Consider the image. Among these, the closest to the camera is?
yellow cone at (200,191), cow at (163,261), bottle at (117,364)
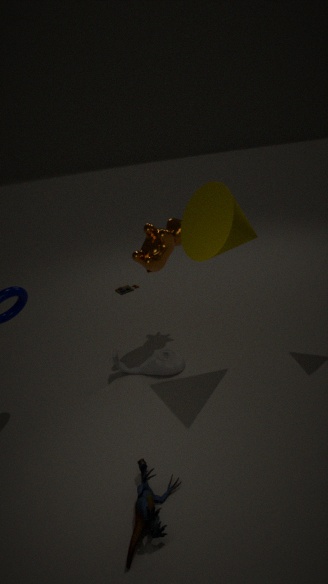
yellow cone at (200,191)
